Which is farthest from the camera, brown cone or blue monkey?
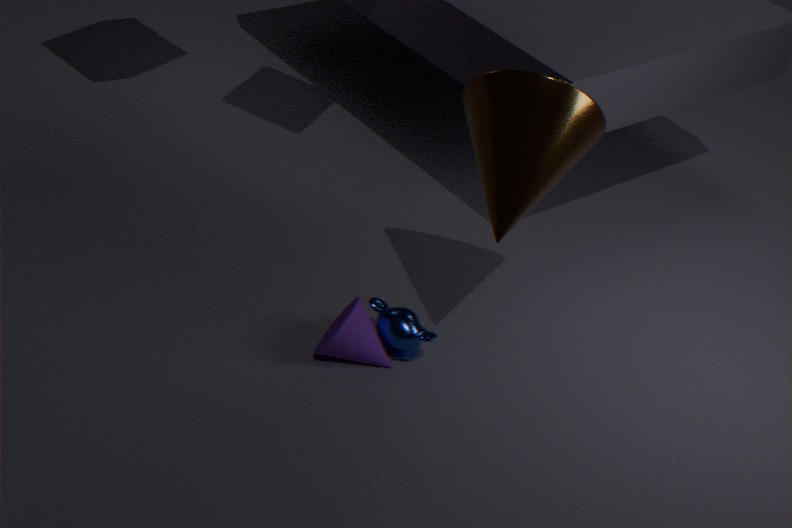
→ blue monkey
